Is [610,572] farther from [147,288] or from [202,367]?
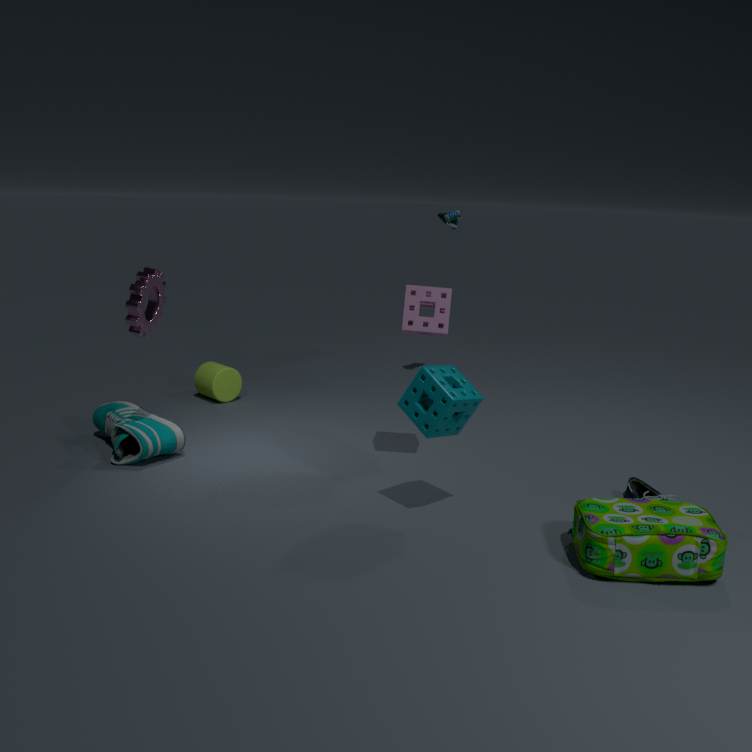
[202,367]
